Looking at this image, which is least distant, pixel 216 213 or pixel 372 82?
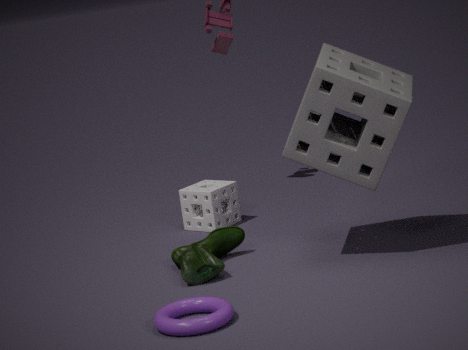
pixel 372 82
